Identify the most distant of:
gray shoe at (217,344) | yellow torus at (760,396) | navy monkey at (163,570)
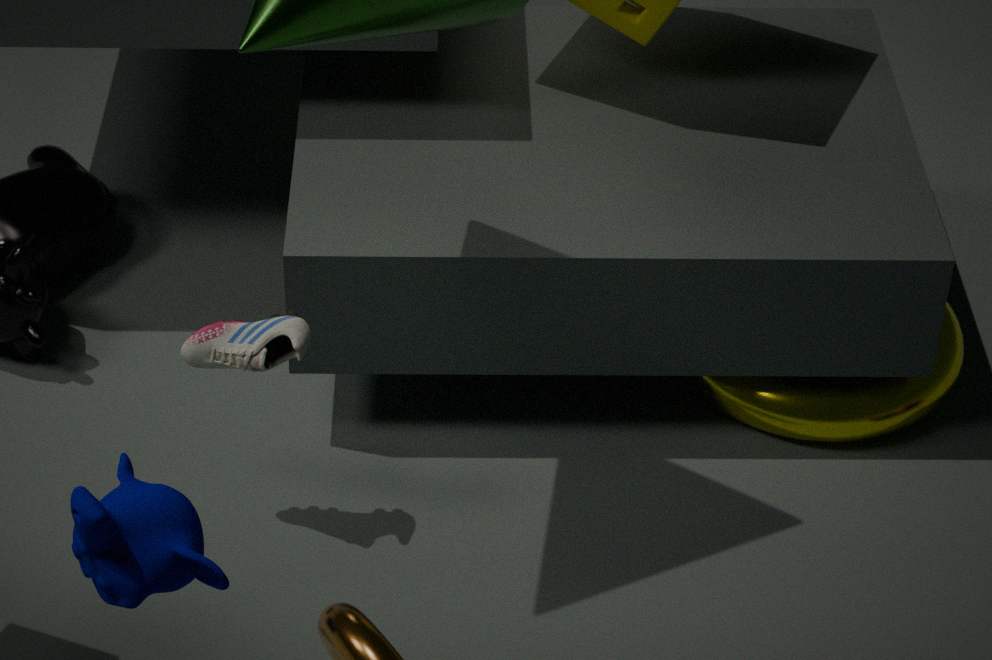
yellow torus at (760,396)
